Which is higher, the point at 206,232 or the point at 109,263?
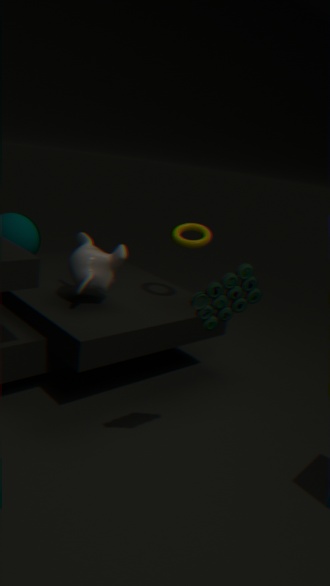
the point at 206,232
